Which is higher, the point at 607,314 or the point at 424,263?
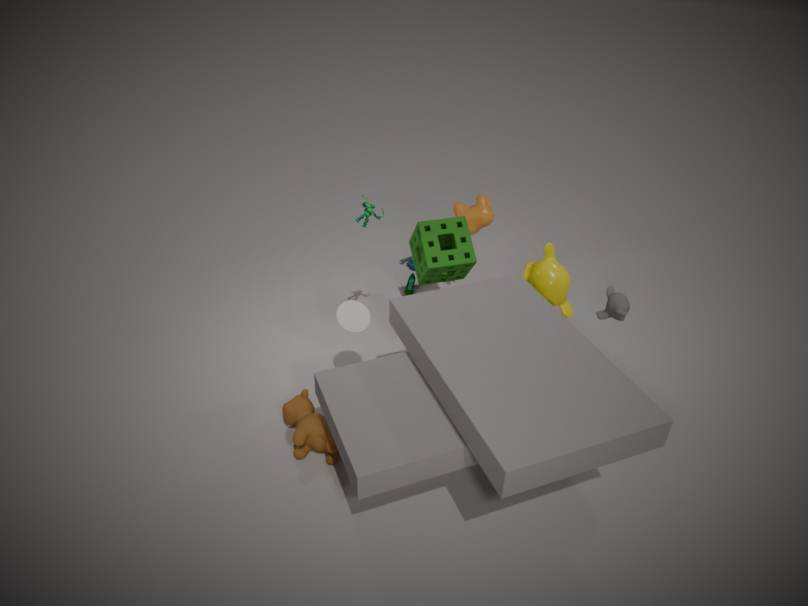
the point at 607,314
